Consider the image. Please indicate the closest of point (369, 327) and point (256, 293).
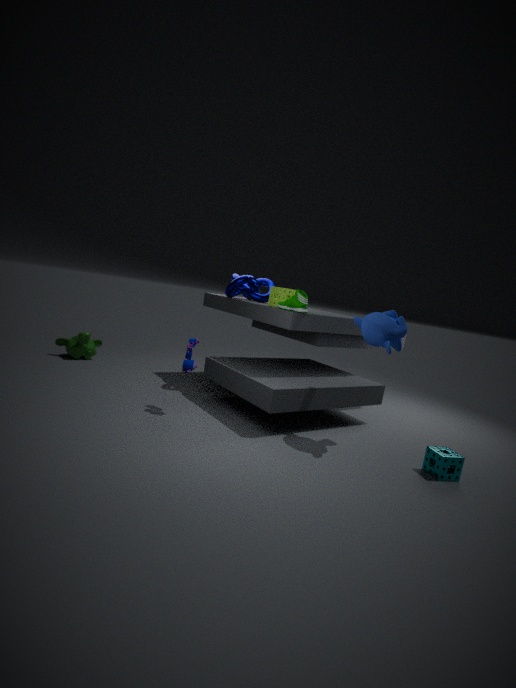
point (369, 327)
